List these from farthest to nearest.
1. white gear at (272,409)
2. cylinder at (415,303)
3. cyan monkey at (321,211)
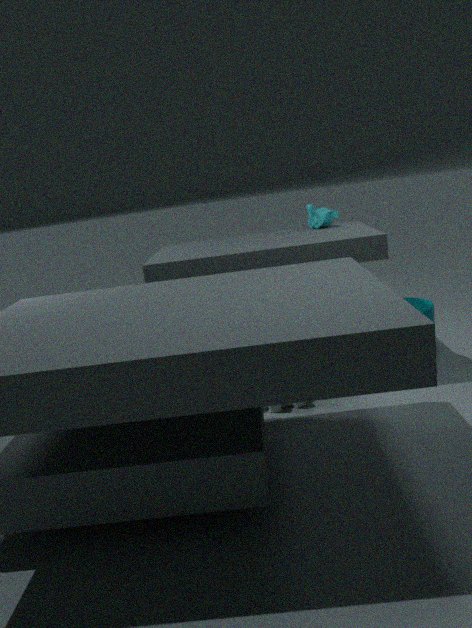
cyan monkey at (321,211)
cylinder at (415,303)
white gear at (272,409)
